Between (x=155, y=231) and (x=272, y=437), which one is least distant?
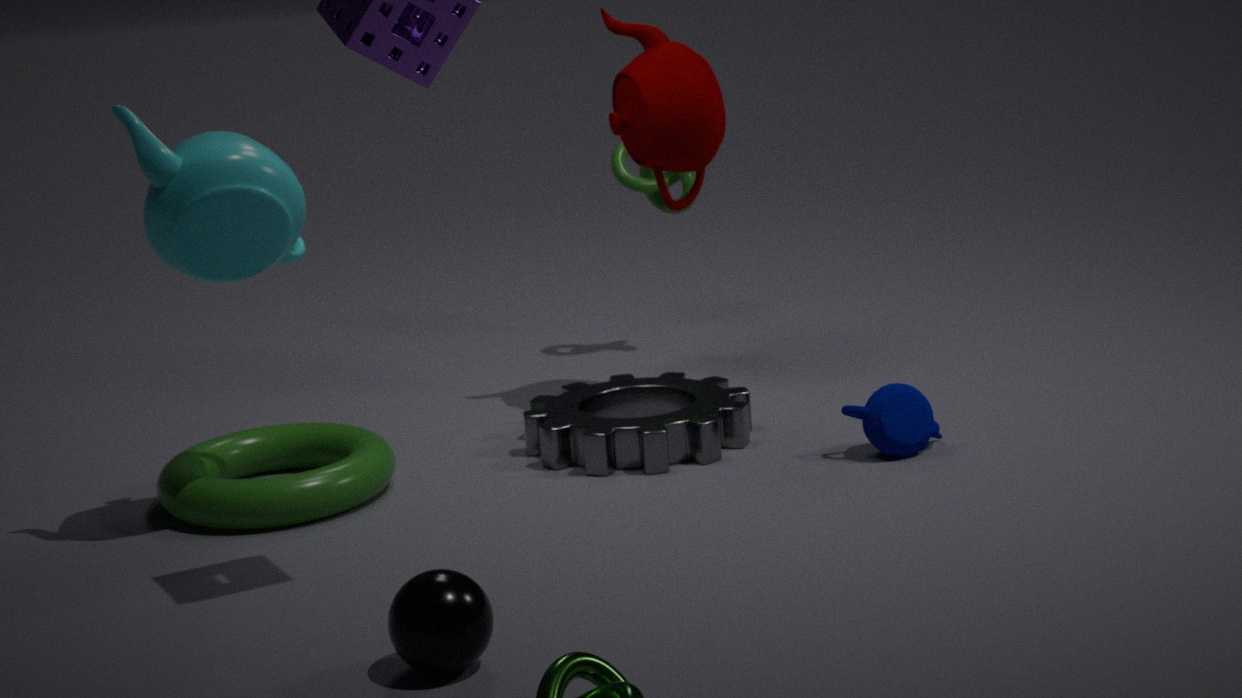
(x=155, y=231)
